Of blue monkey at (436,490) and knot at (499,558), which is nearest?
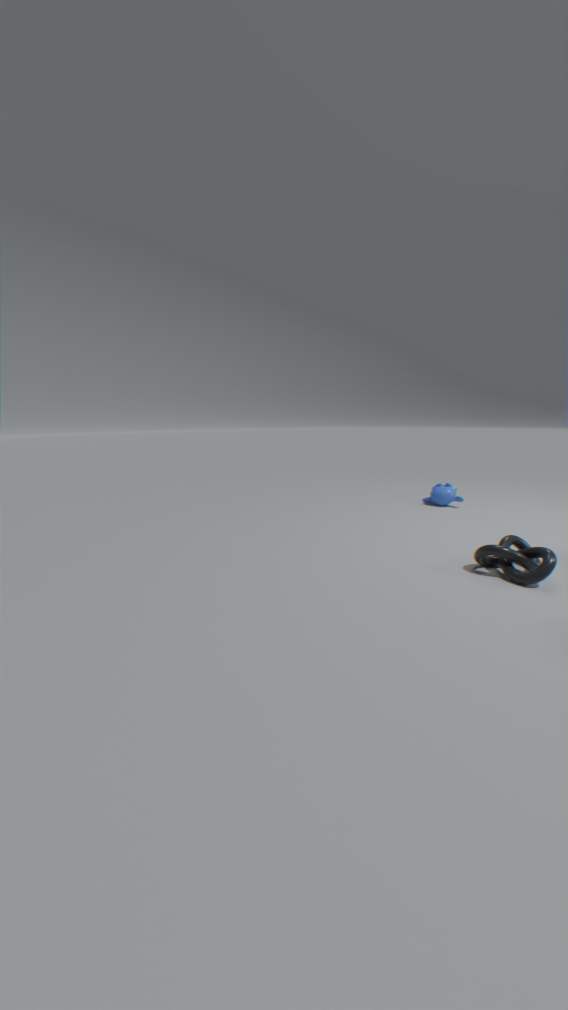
knot at (499,558)
